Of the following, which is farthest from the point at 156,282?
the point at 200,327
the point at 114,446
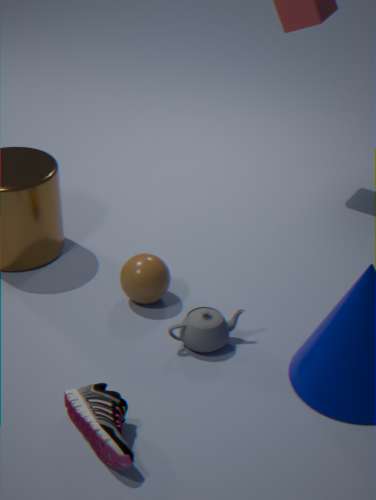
the point at 114,446
